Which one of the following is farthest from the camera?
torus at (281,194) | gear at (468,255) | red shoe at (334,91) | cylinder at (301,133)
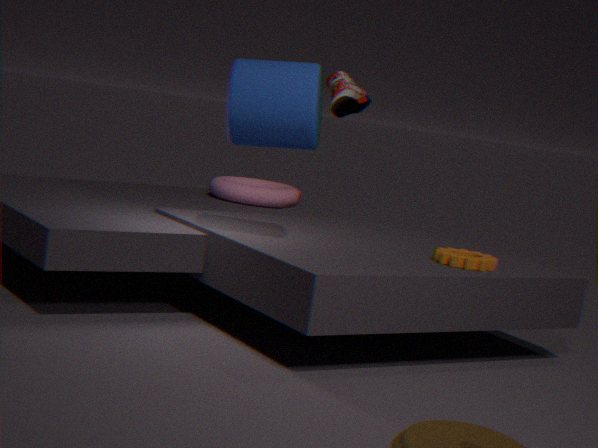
torus at (281,194)
